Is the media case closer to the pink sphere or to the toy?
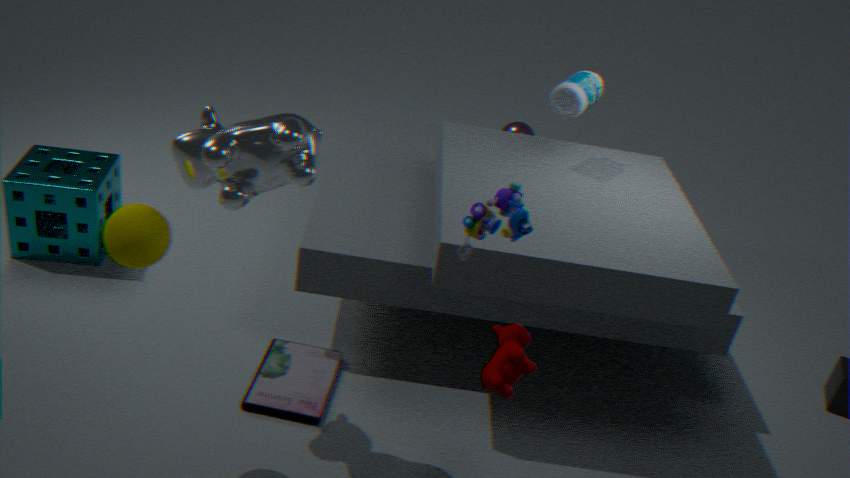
the toy
